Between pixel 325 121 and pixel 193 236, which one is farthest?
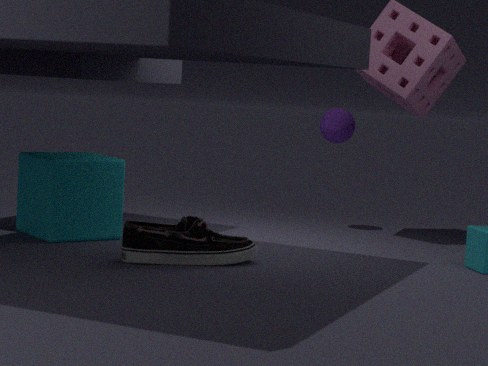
pixel 325 121
